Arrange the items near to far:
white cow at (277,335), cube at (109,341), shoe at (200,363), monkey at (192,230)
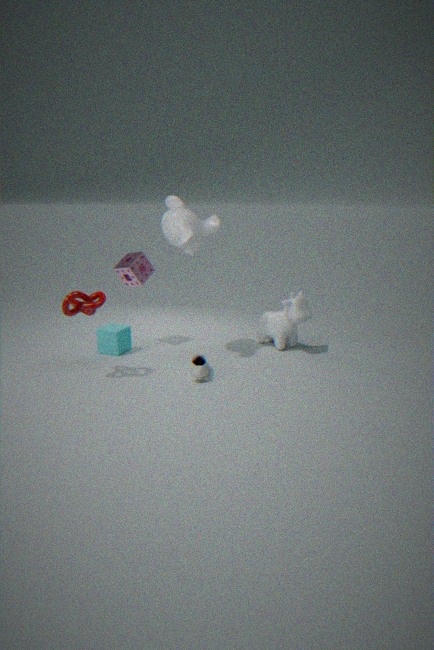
1. shoe at (200,363)
2. monkey at (192,230)
3. cube at (109,341)
4. white cow at (277,335)
